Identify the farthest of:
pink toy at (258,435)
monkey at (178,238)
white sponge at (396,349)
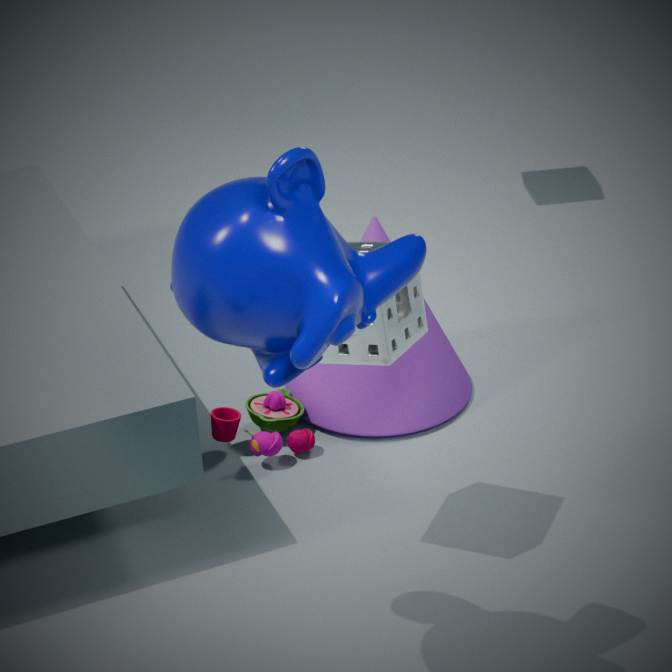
pink toy at (258,435)
